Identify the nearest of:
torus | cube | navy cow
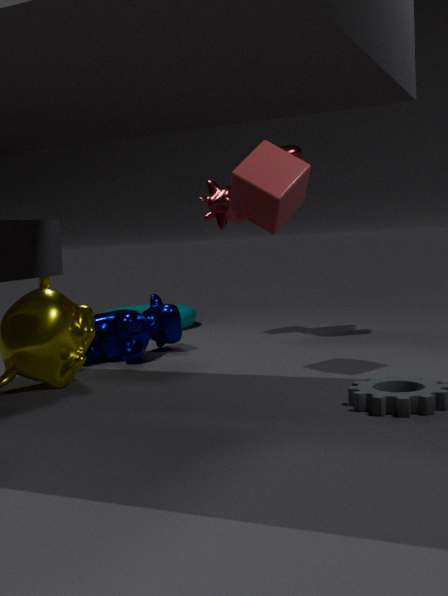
cube
